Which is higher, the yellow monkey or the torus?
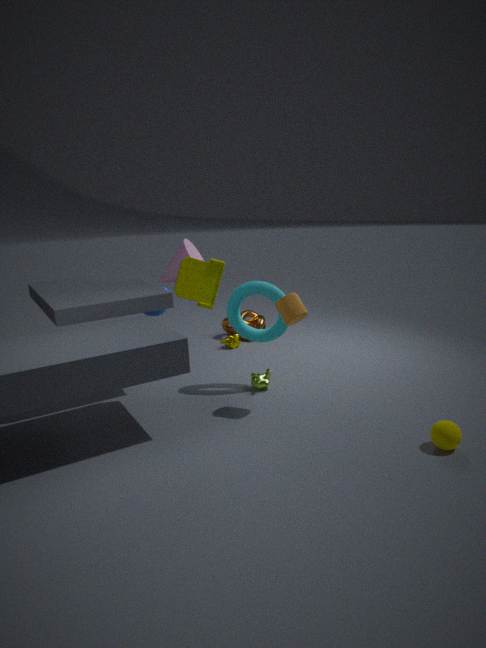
the torus
